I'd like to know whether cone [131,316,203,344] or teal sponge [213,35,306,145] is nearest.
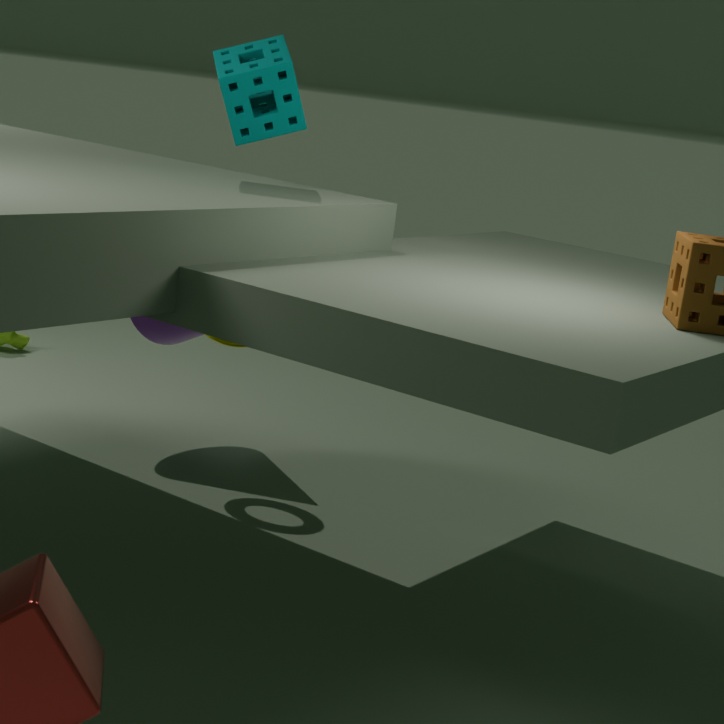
teal sponge [213,35,306,145]
